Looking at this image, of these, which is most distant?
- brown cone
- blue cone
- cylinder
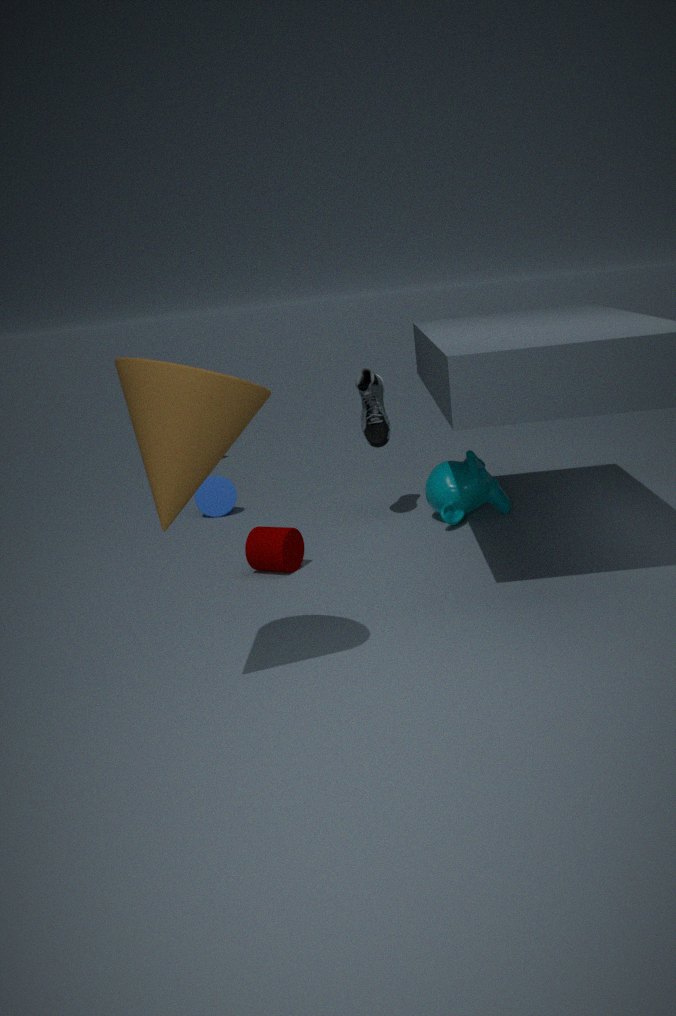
blue cone
